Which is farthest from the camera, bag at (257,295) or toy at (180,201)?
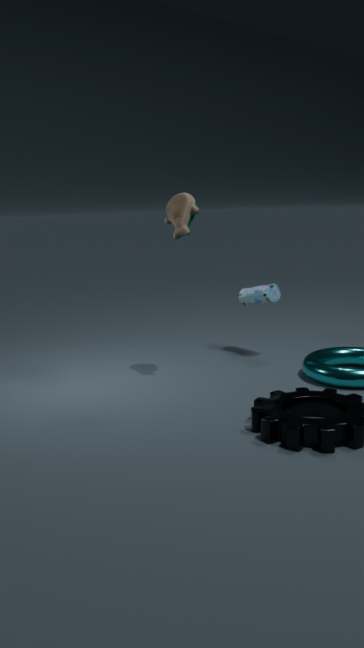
bag at (257,295)
